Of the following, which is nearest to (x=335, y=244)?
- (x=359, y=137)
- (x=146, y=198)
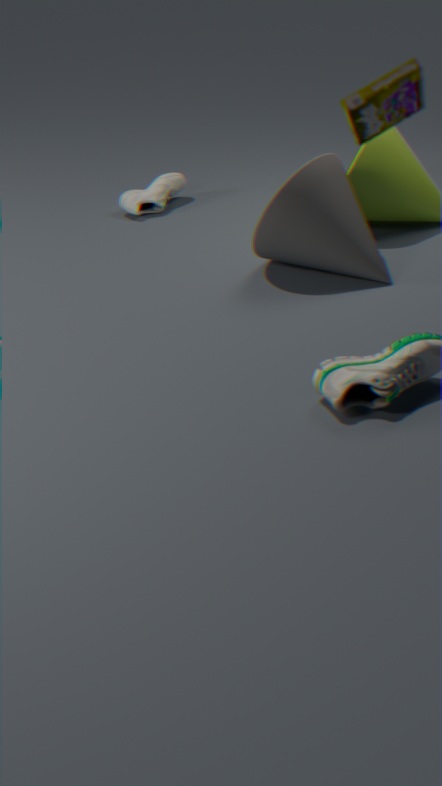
(x=146, y=198)
